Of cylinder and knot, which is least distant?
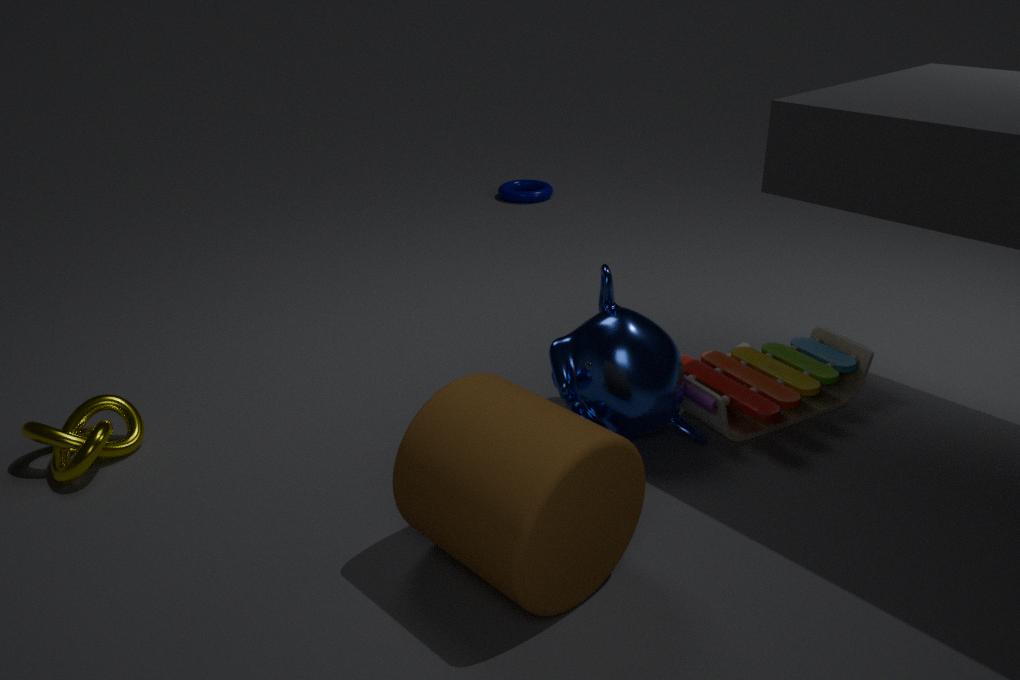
cylinder
